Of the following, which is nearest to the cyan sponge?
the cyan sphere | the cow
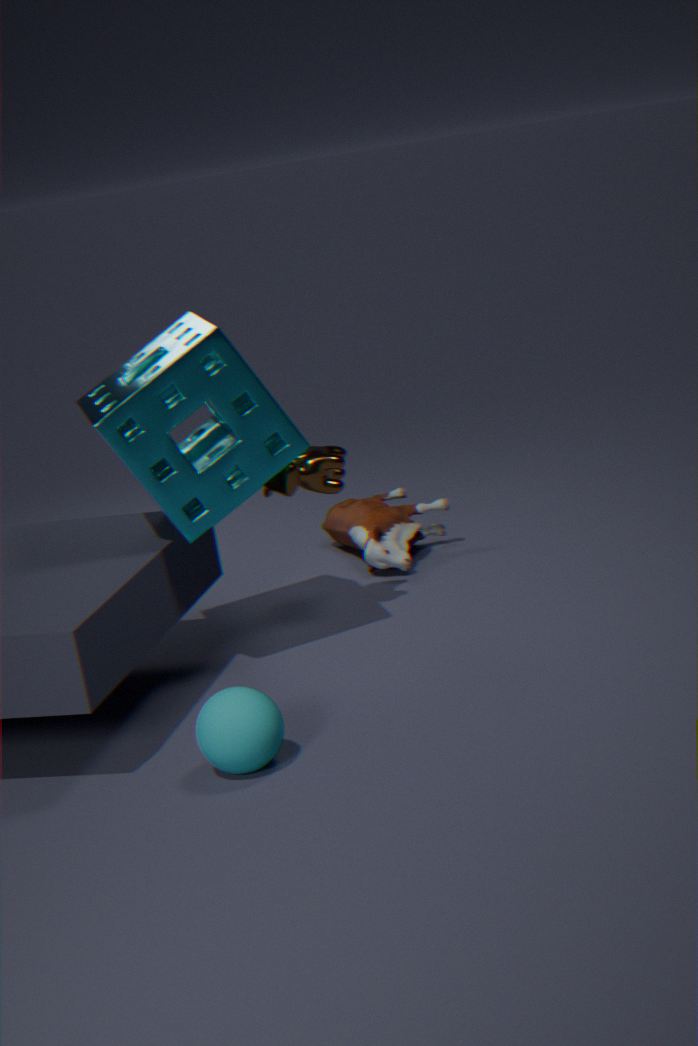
the cow
